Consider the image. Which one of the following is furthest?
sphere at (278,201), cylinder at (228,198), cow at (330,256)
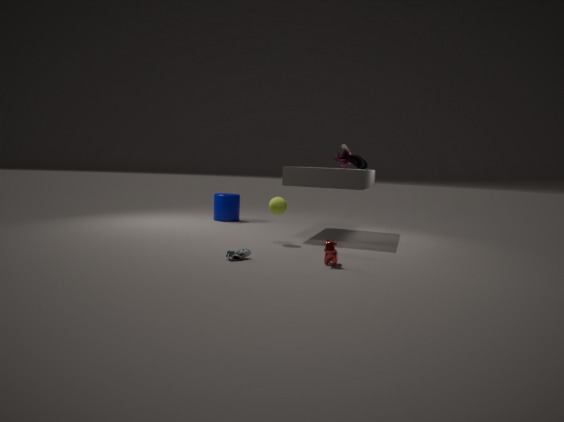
cylinder at (228,198)
